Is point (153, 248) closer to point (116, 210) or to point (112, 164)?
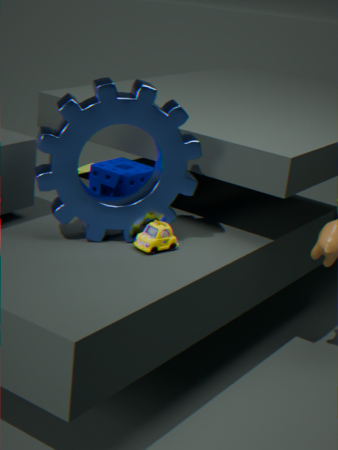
point (116, 210)
